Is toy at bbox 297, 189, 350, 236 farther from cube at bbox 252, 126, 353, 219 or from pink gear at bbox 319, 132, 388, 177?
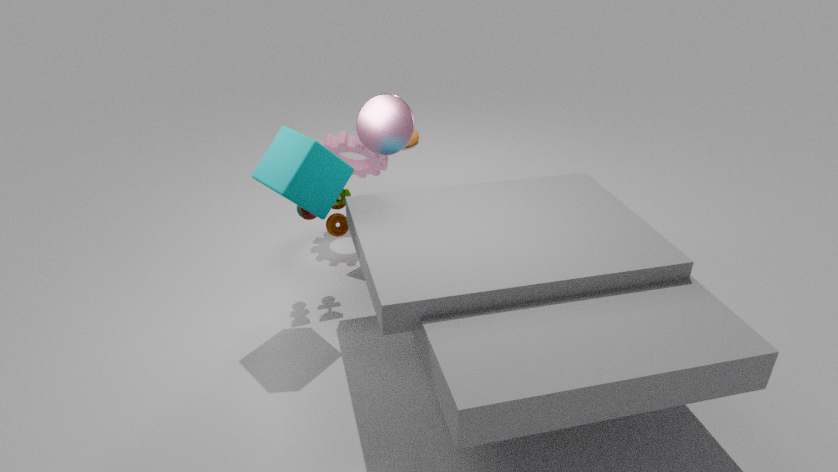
pink gear at bbox 319, 132, 388, 177
